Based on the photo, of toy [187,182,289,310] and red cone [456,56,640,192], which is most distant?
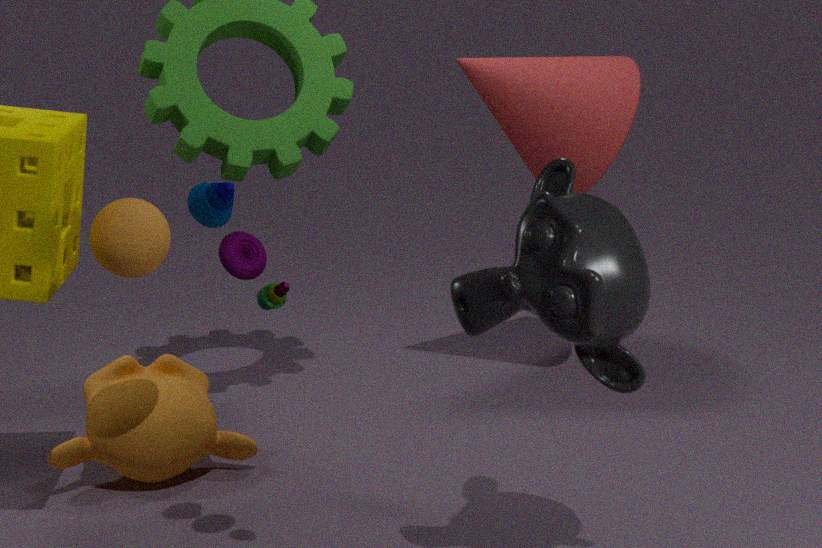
red cone [456,56,640,192]
